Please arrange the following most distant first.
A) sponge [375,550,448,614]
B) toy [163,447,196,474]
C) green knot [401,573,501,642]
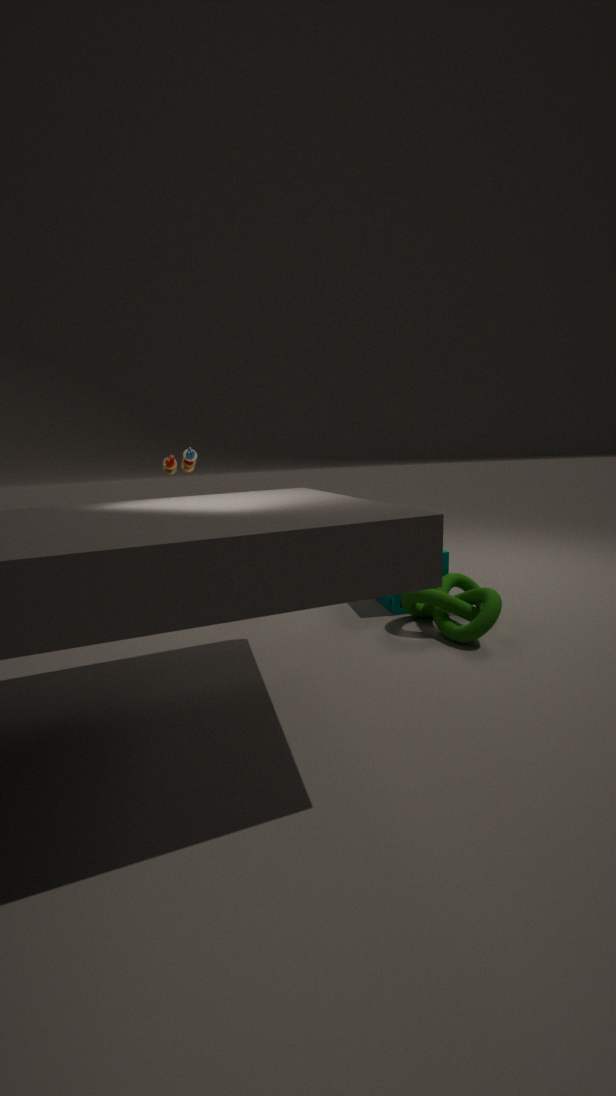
toy [163,447,196,474] < sponge [375,550,448,614] < green knot [401,573,501,642]
